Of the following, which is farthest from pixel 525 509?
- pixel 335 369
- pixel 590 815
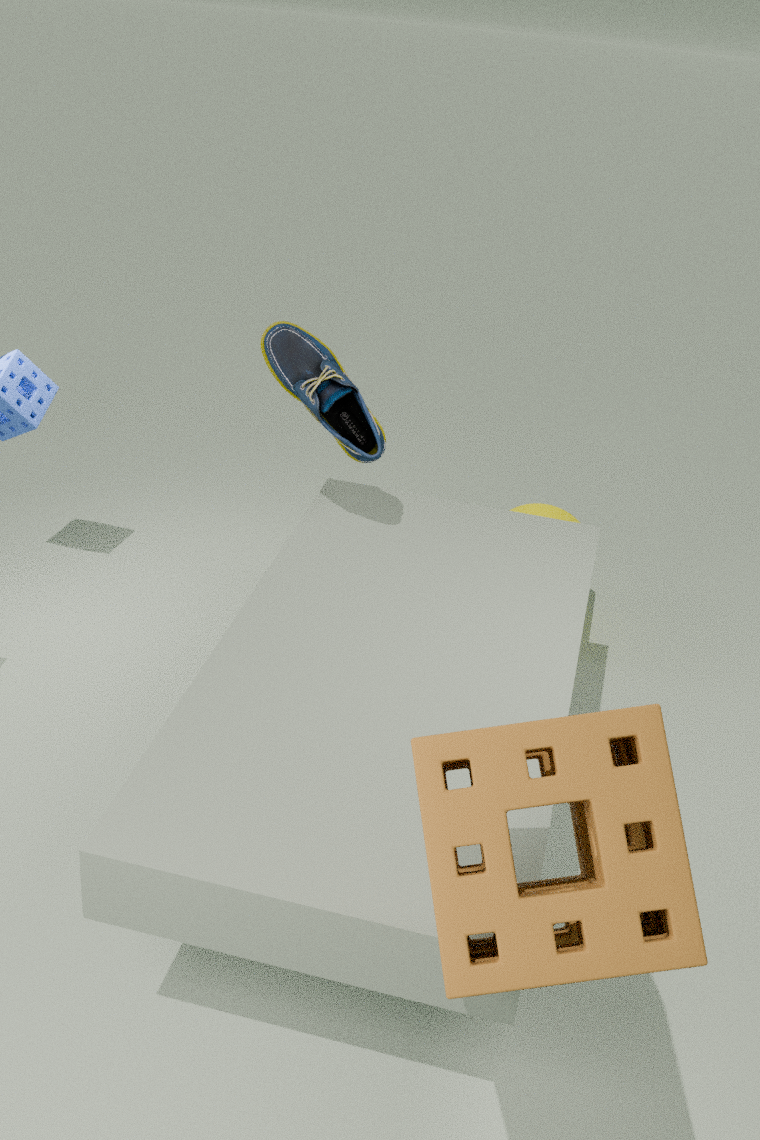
pixel 590 815
